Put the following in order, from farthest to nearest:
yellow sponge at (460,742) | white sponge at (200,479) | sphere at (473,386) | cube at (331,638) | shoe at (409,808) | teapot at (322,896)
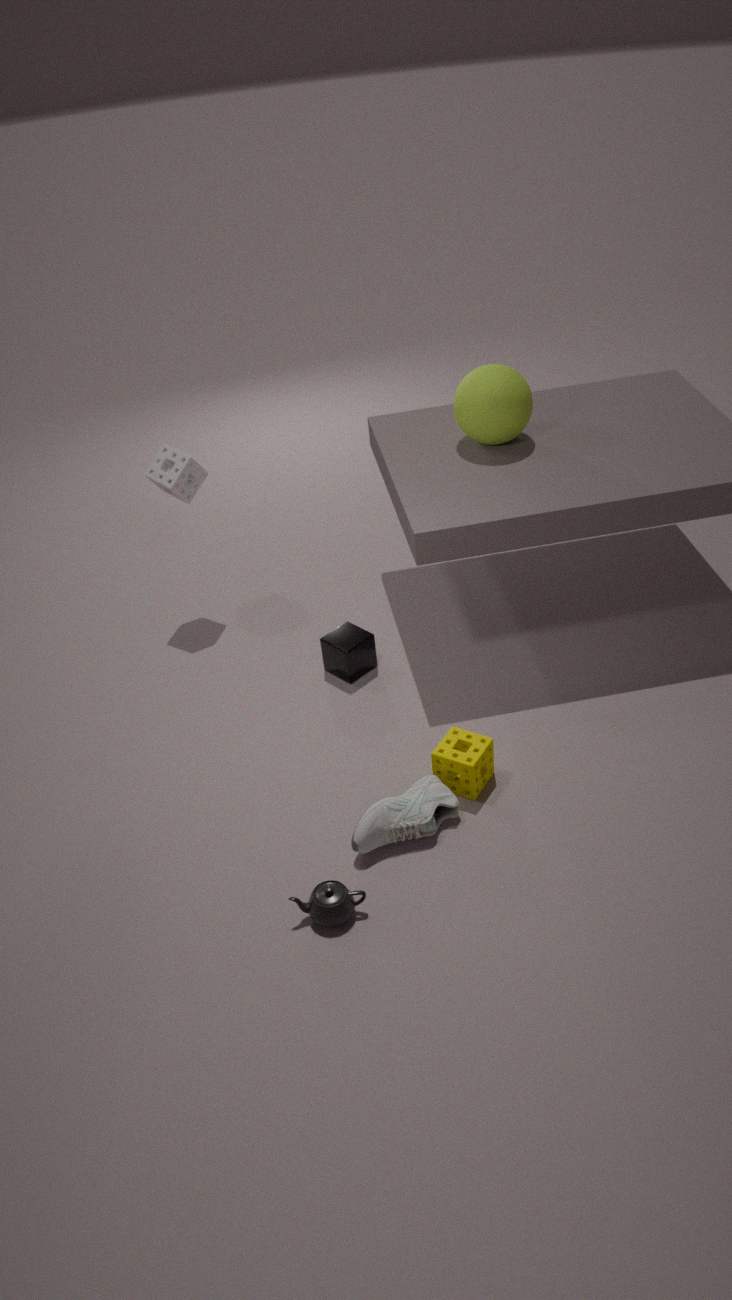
white sponge at (200,479) < cube at (331,638) < sphere at (473,386) < yellow sponge at (460,742) < shoe at (409,808) < teapot at (322,896)
